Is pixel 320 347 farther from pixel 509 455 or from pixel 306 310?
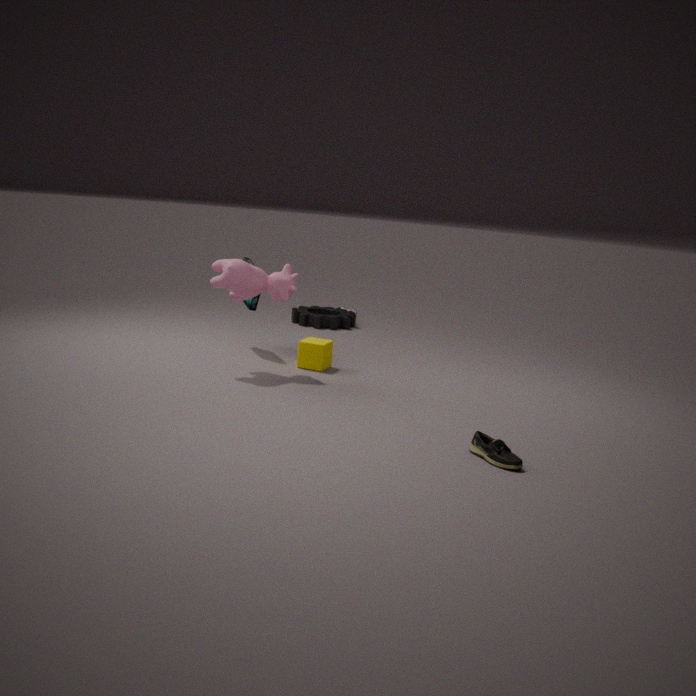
pixel 509 455
